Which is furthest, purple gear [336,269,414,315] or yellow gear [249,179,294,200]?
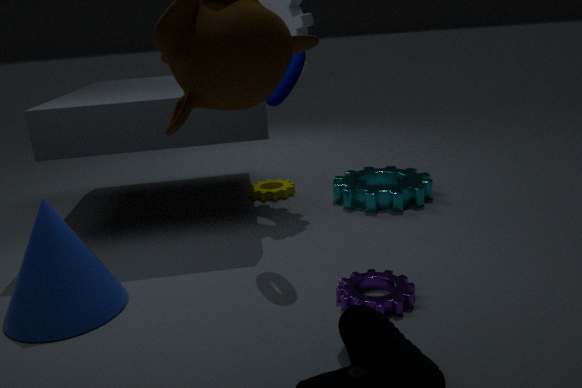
yellow gear [249,179,294,200]
